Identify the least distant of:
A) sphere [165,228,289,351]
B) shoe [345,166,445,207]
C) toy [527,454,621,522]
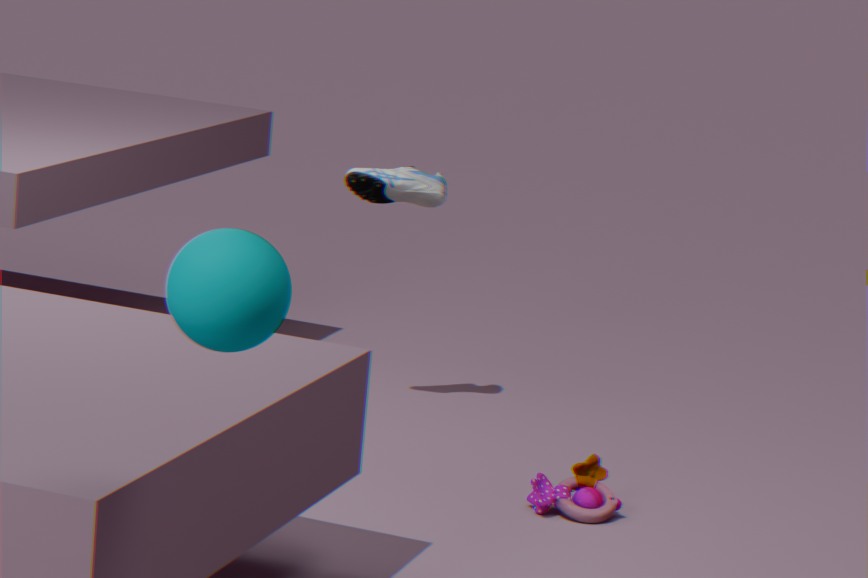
sphere [165,228,289,351]
